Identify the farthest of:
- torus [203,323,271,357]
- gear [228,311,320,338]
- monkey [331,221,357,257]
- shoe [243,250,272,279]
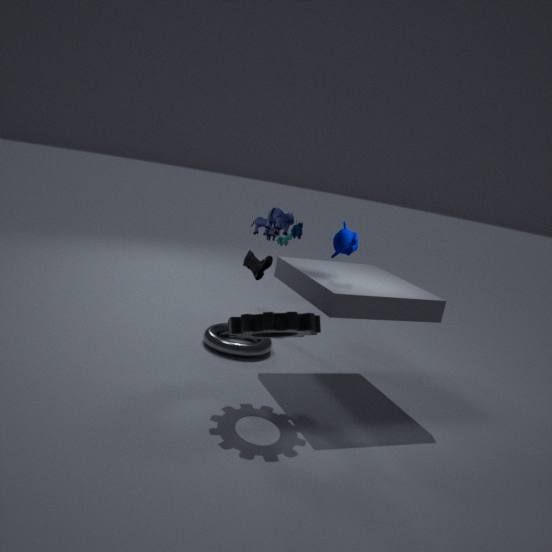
shoe [243,250,272,279]
